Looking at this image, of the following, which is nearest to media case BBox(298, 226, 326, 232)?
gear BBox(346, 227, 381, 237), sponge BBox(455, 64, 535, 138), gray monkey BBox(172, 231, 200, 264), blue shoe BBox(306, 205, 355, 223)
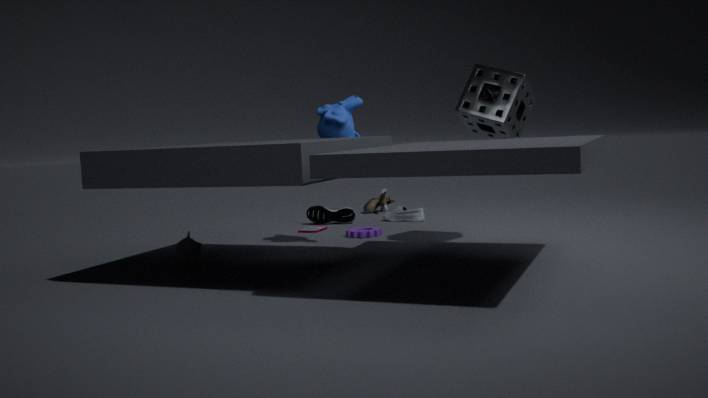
blue shoe BBox(306, 205, 355, 223)
